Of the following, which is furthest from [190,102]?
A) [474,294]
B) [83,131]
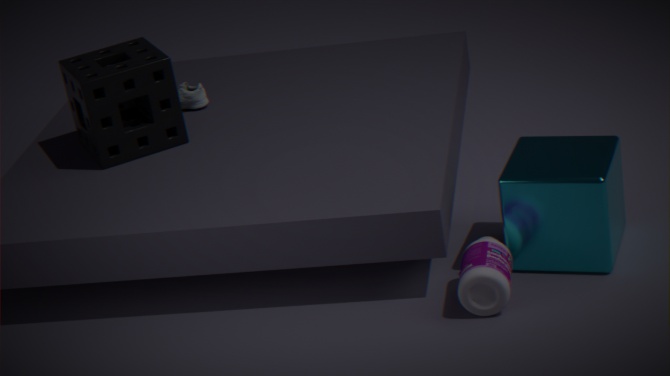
[474,294]
